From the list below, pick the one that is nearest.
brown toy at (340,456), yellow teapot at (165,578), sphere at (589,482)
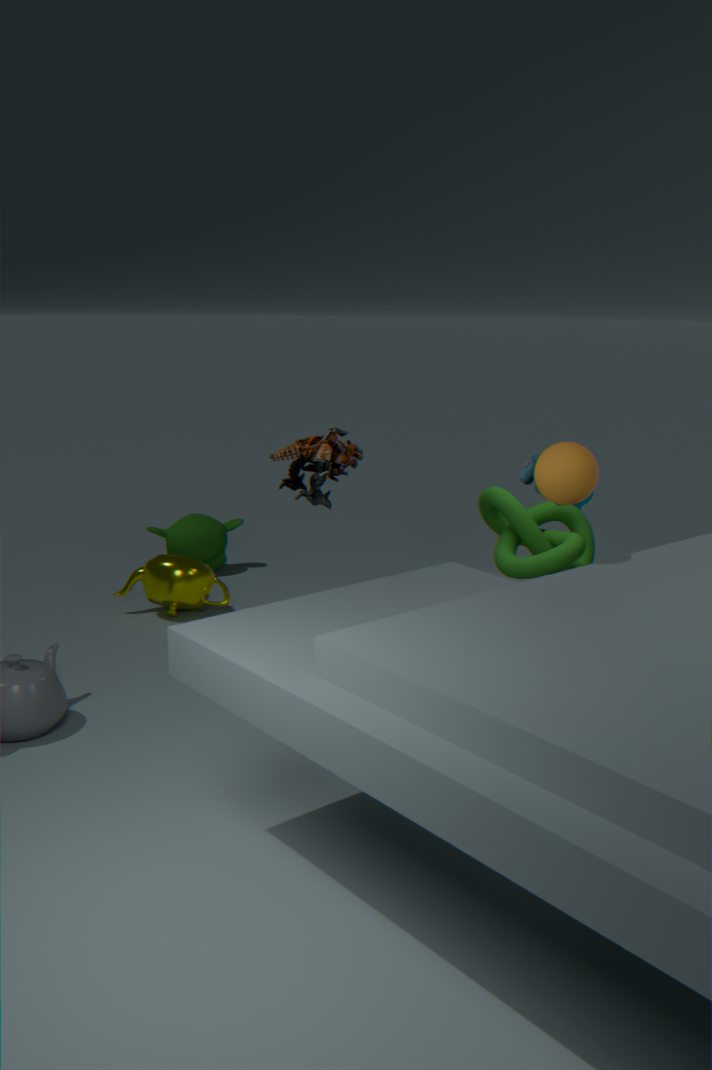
sphere at (589,482)
